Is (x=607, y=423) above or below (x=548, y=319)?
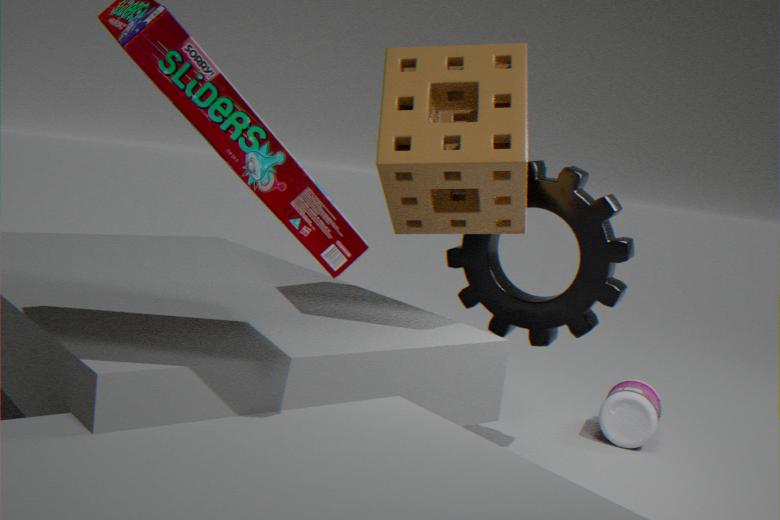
below
